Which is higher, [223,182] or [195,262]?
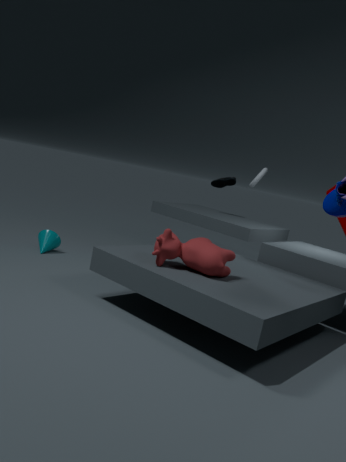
[223,182]
